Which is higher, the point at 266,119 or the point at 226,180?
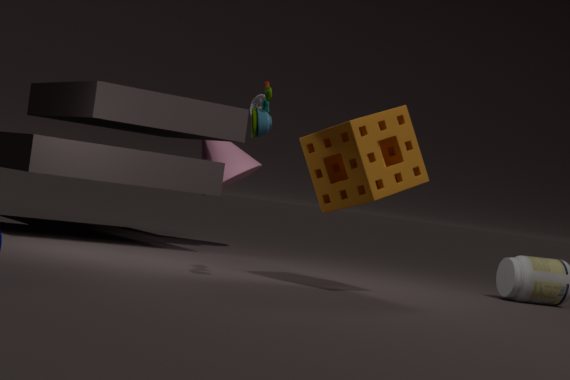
the point at 266,119
